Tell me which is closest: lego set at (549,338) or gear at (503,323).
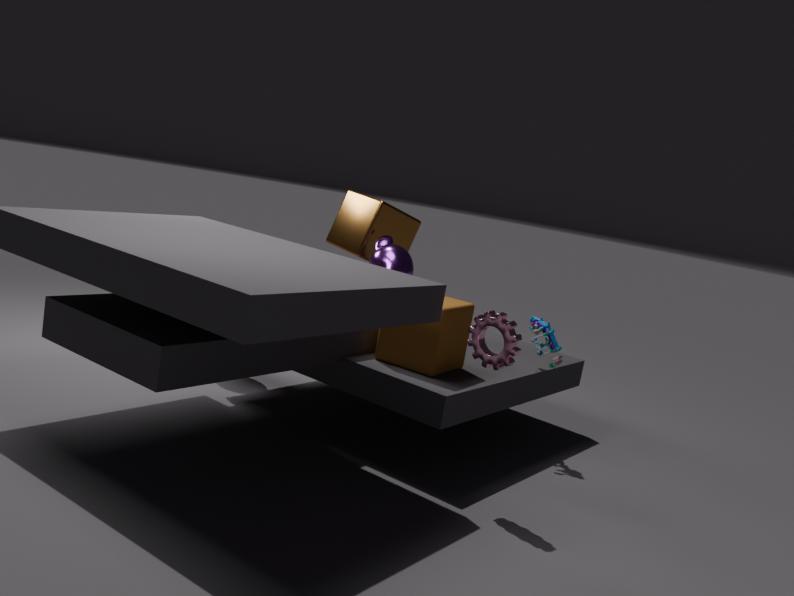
gear at (503,323)
